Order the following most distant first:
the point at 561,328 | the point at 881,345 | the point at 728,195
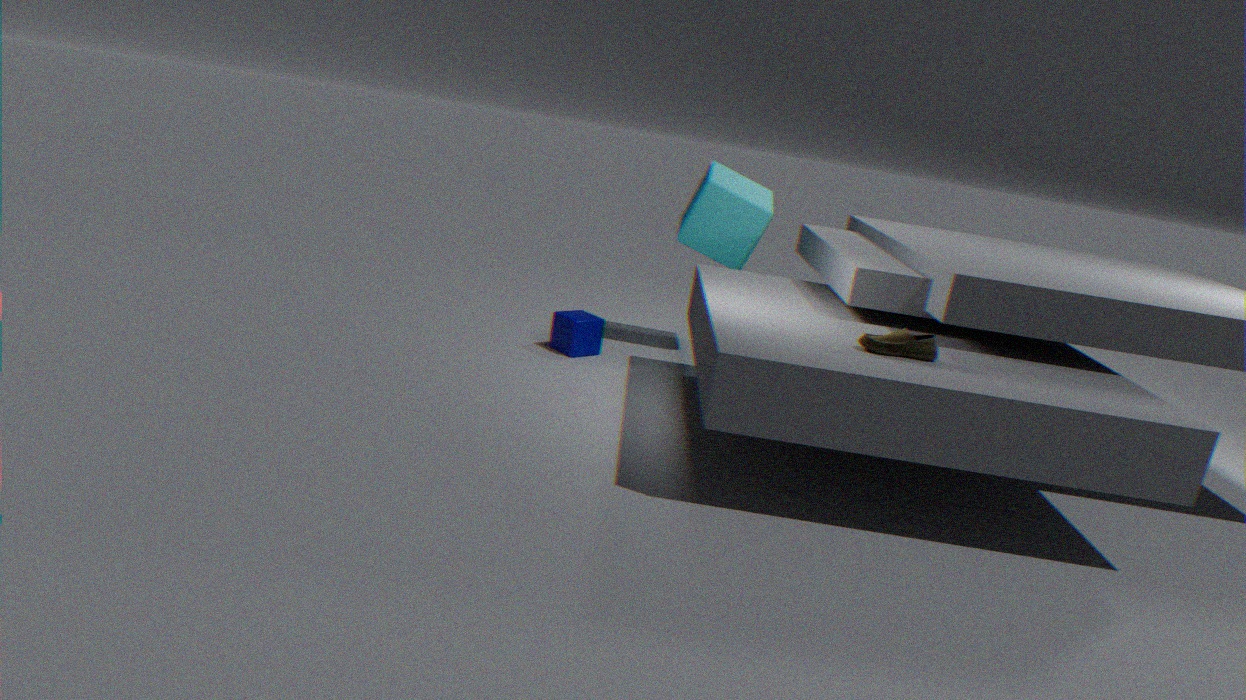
1. the point at 728,195
2. the point at 561,328
3. the point at 881,345
